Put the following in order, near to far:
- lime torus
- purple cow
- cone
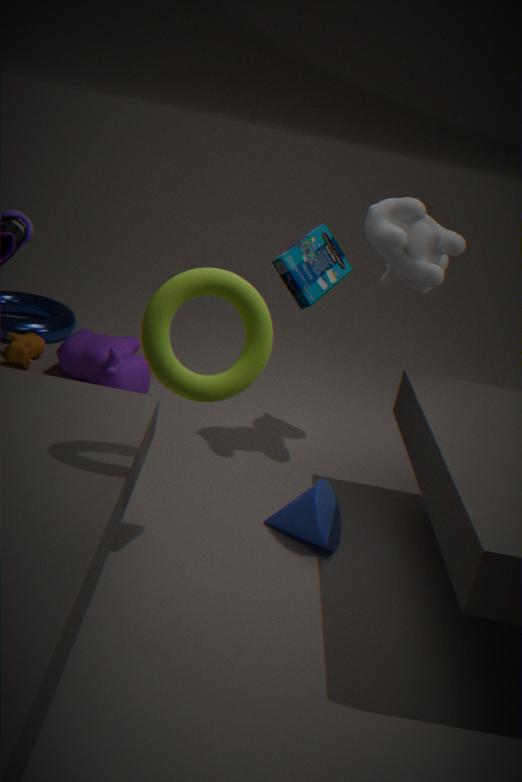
lime torus
cone
purple cow
